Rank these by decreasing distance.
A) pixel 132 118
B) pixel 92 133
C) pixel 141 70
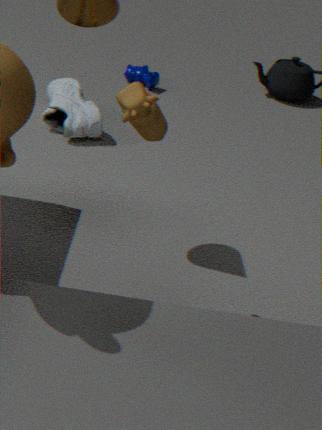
pixel 141 70
pixel 92 133
pixel 132 118
